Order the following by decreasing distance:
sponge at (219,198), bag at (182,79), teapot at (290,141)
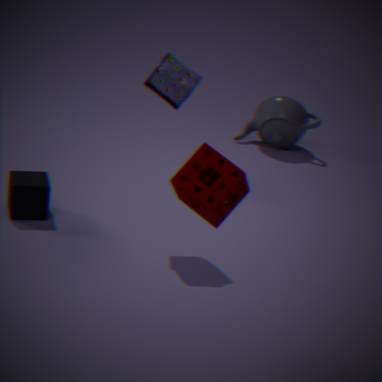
1. teapot at (290,141)
2. bag at (182,79)
3. sponge at (219,198)
